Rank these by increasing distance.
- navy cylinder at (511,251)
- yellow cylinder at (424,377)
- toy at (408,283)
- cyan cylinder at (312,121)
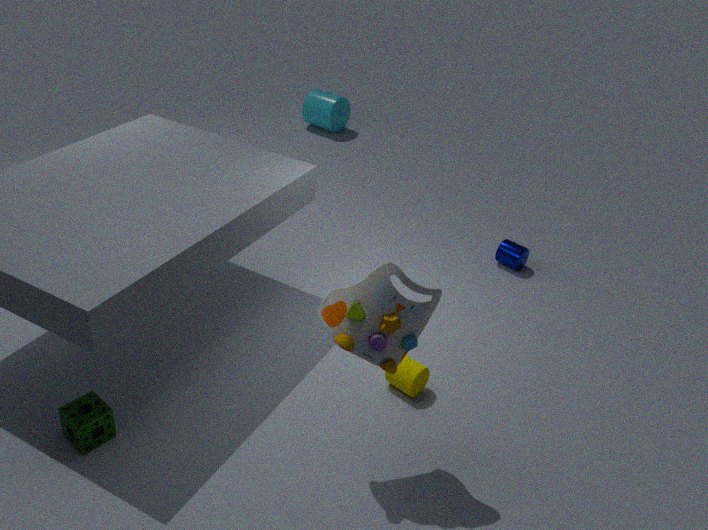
toy at (408,283), yellow cylinder at (424,377), navy cylinder at (511,251), cyan cylinder at (312,121)
